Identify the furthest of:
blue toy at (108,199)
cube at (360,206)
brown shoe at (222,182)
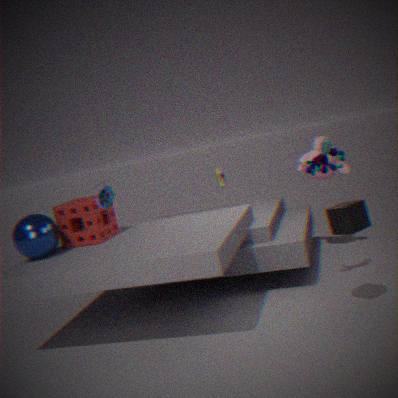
brown shoe at (222,182)
